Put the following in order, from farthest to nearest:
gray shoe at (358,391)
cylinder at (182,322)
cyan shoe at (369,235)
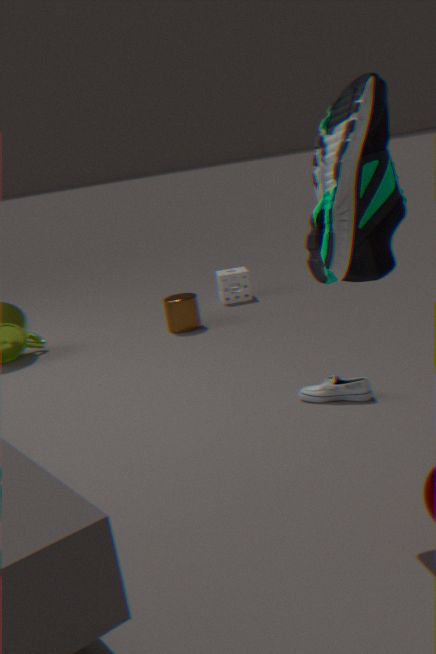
cylinder at (182,322) < gray shoe at (358,391) < cyan shoe at (369,235)
